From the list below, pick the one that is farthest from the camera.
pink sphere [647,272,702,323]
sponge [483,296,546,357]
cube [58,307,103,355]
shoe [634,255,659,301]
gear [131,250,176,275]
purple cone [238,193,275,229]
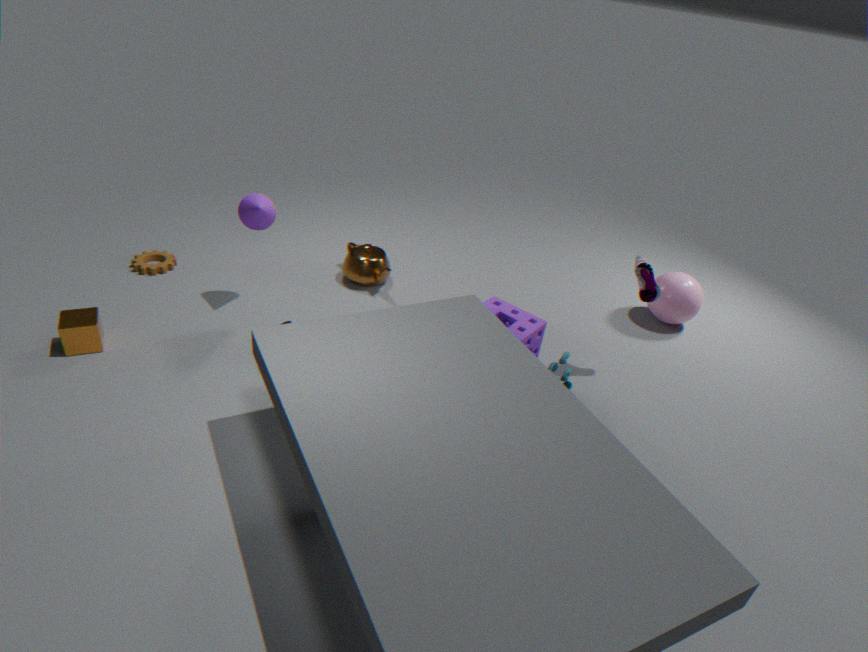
pink sphere [647,272,702,323]
